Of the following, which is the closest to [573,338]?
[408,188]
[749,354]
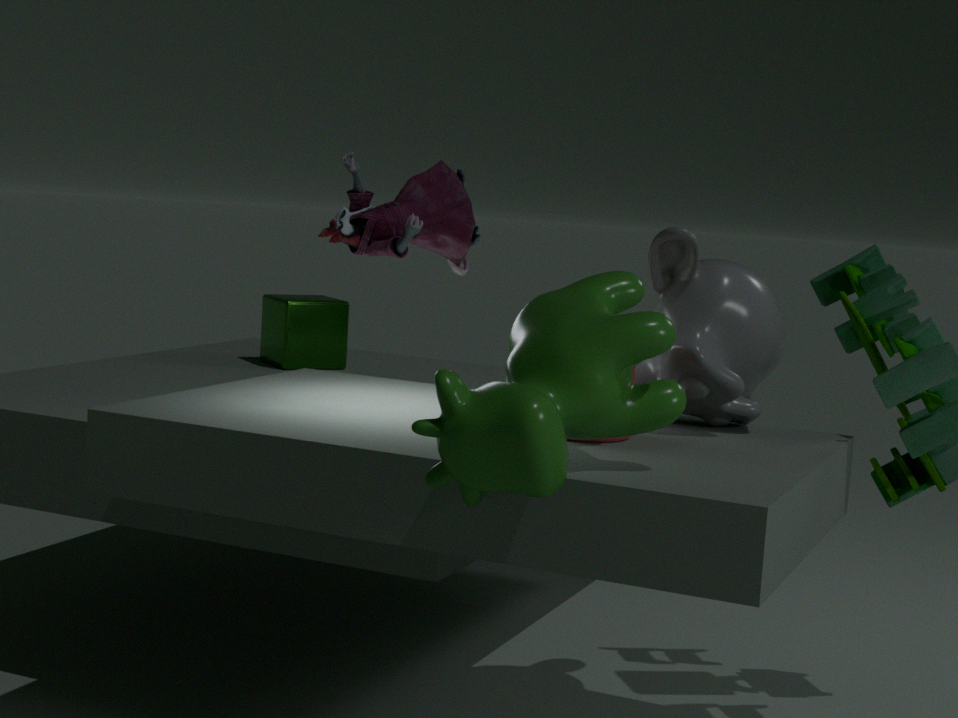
[408,188]
